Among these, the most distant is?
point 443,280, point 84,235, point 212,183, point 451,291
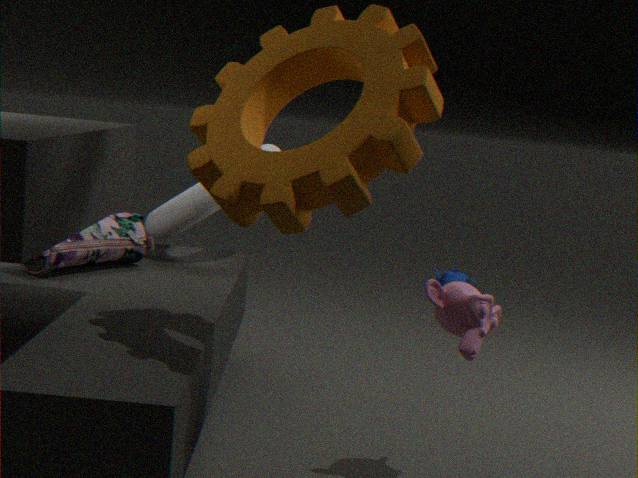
point 443,280
